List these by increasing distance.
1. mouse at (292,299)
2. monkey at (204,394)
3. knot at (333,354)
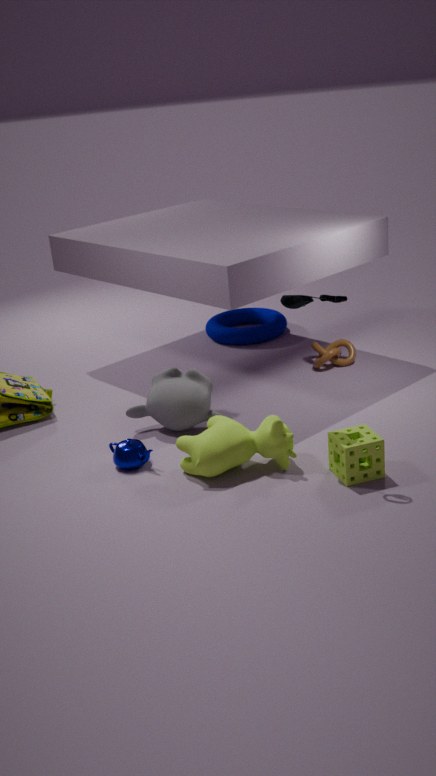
mouse at (292,299) < monkey at (204,394) < knot at (333,354)
